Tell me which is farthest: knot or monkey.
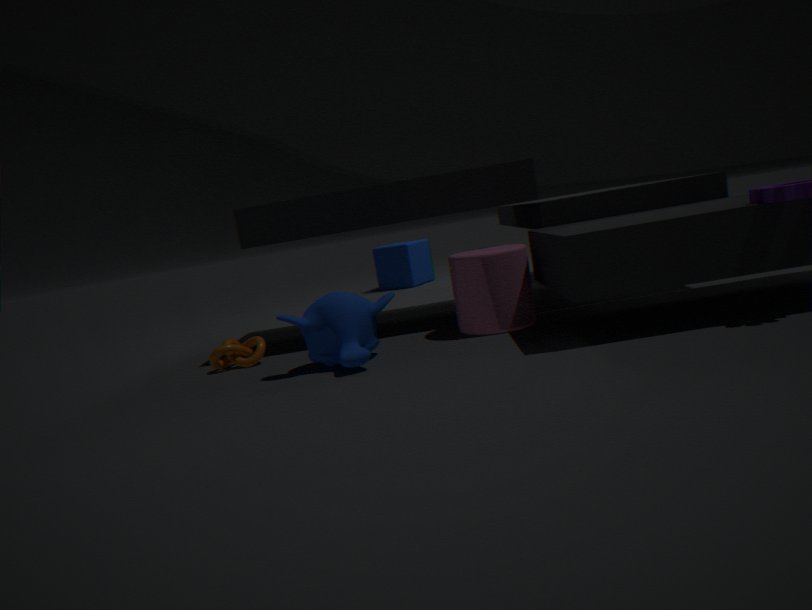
knot
